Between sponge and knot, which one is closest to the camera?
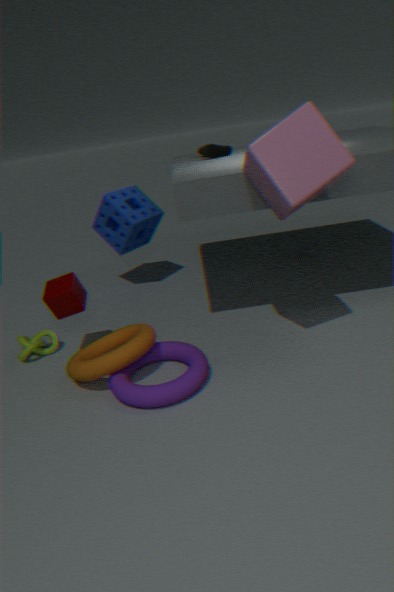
knot
